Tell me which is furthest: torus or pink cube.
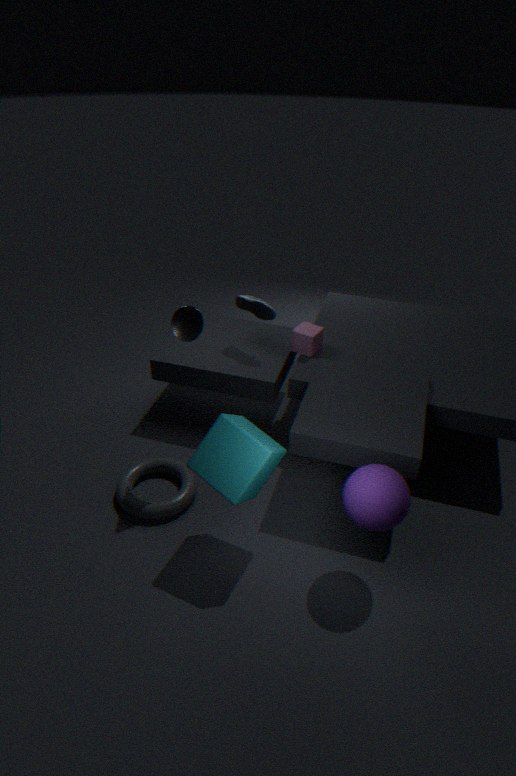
pink cube
